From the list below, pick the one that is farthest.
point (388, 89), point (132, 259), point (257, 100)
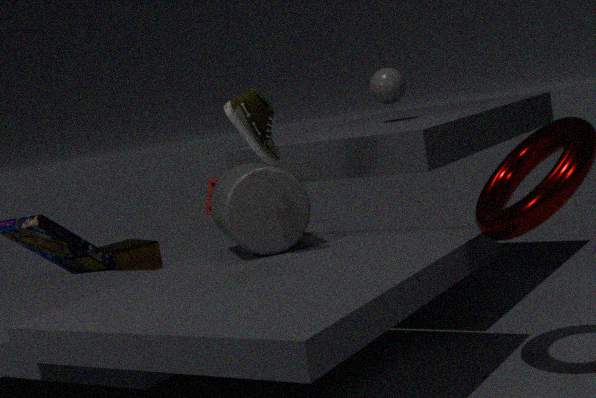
point (132, 259)
